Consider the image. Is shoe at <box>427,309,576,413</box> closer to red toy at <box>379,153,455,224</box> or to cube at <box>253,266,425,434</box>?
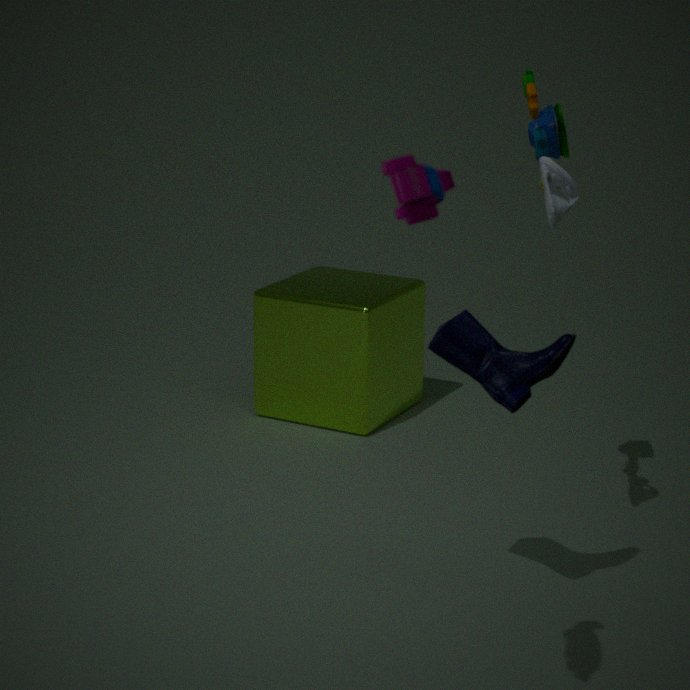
red toy at <box>379,153,455,224</box>
